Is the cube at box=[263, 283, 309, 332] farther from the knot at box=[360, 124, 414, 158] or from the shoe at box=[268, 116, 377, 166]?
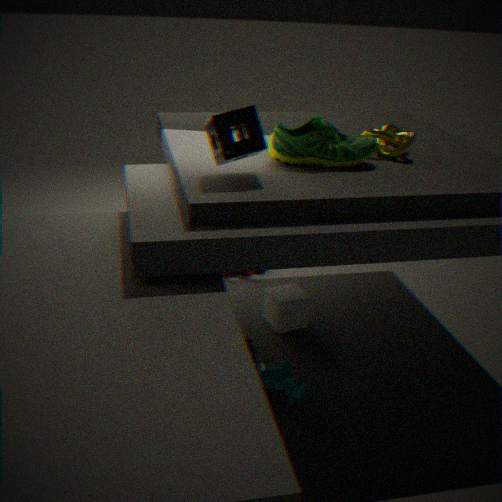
the knot at box=[360, 124, 414, 158]
